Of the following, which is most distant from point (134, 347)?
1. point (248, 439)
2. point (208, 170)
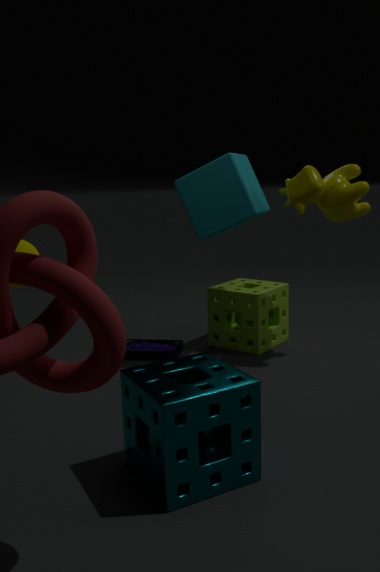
point (248, 439)
